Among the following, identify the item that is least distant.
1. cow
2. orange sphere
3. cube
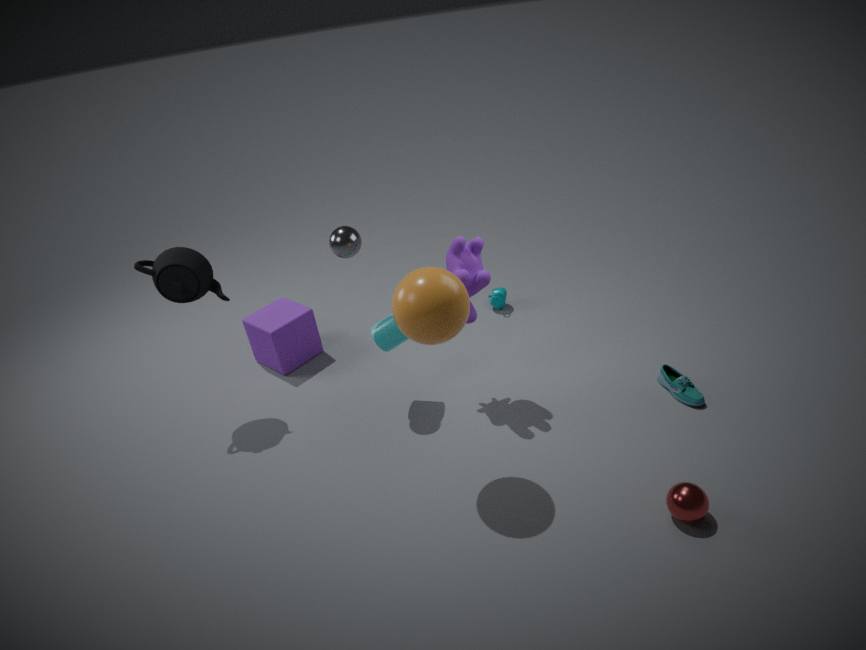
orange sphere
